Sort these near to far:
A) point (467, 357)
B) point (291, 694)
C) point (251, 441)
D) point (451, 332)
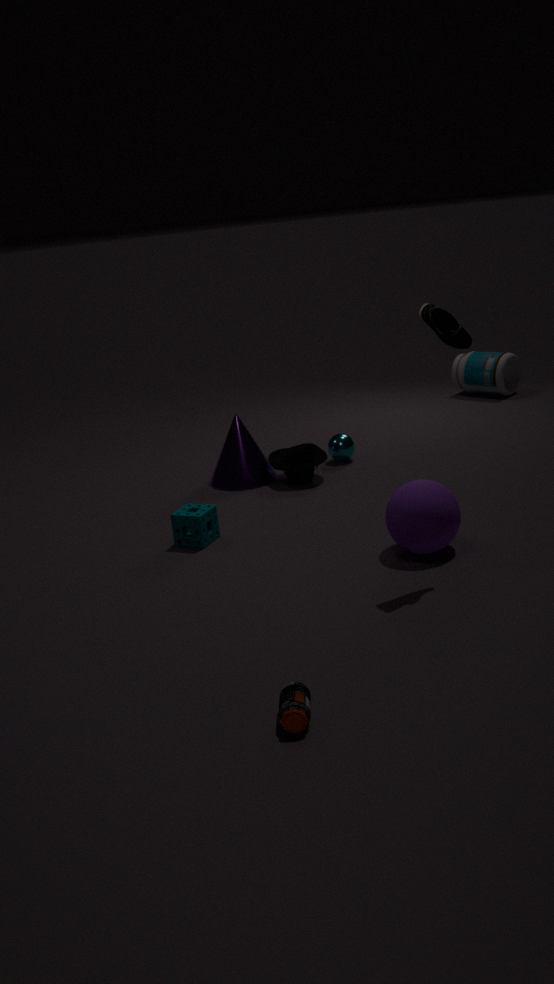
point (291, 694) < point (451, 332) < point (251, 441) < point (467, 357)
